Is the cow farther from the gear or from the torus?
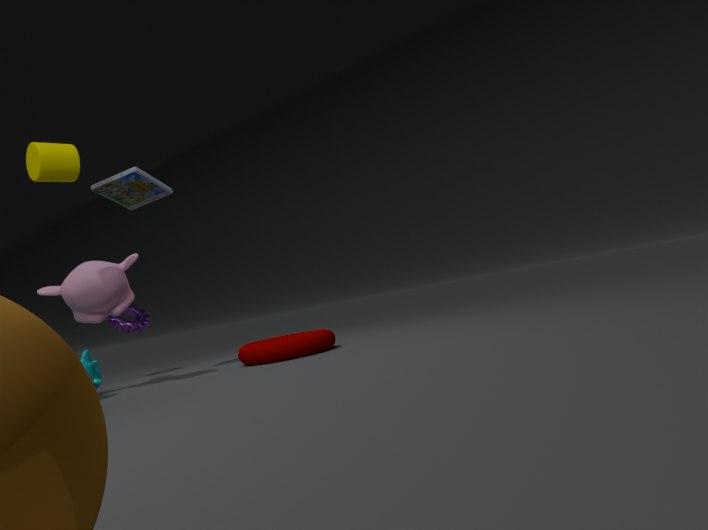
the torus
